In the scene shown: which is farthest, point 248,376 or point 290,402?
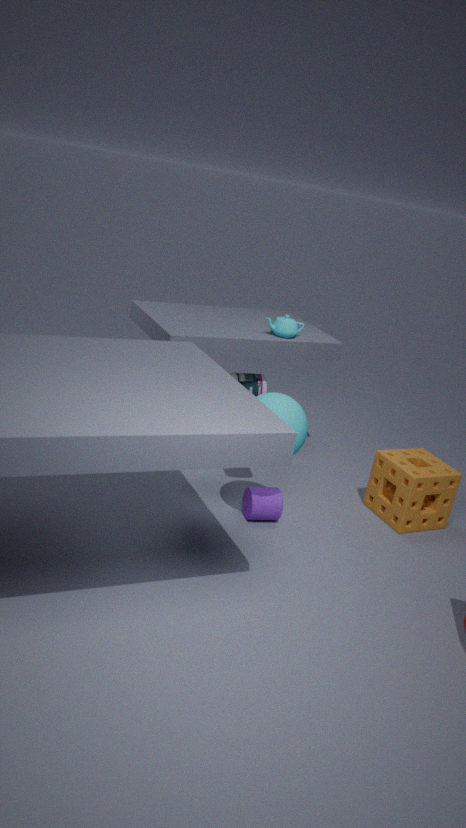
point 248,376
